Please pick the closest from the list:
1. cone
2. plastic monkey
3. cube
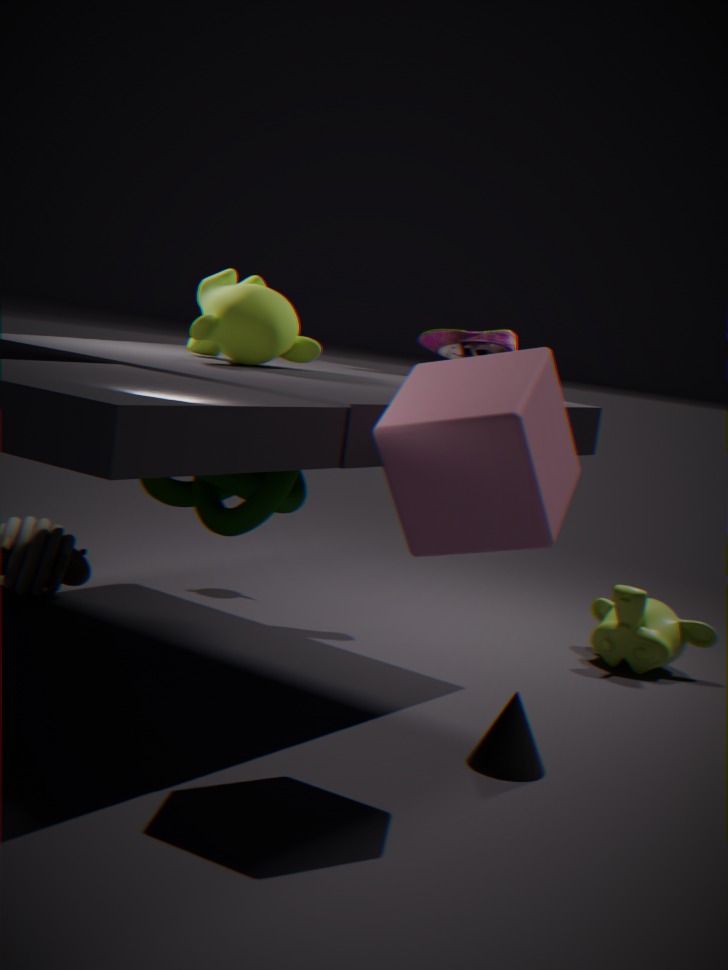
cube
